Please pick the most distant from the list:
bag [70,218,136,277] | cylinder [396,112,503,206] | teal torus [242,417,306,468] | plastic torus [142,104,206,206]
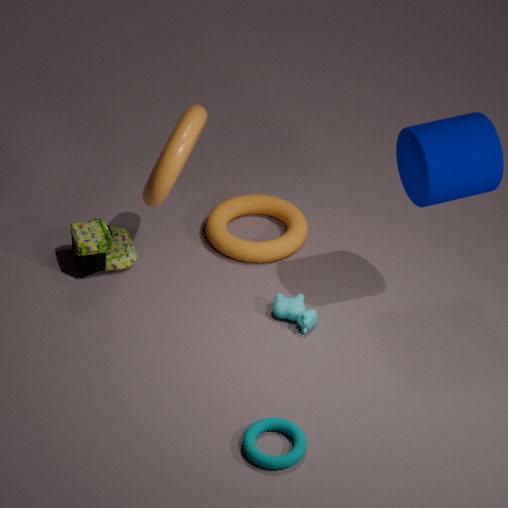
bag [70,218,136,277]
